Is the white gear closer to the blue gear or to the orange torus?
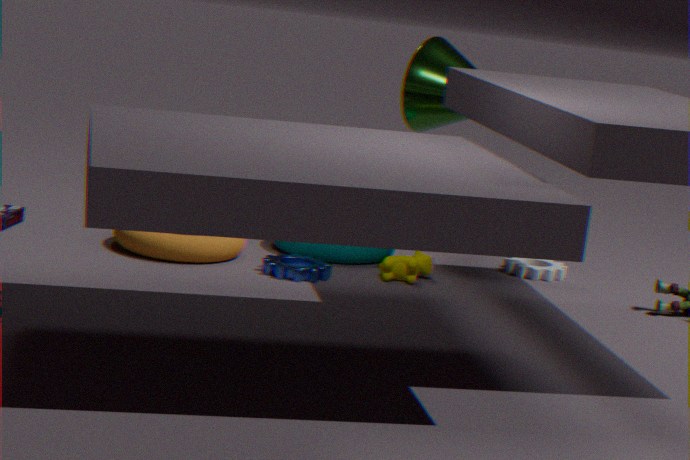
the blue gear
